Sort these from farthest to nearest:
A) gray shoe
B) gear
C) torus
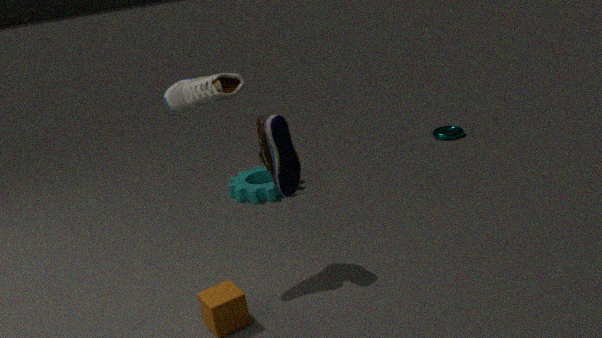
1. C. torus
2. B. gear
3. A. gray shoe
